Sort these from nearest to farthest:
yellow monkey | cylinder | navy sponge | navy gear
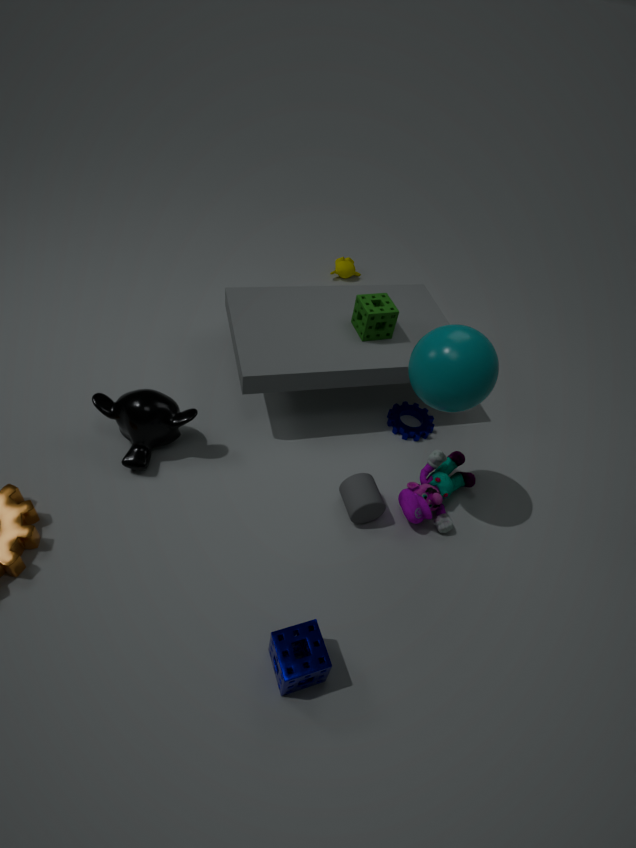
navy sponge → cylinder → navy gear → yellow monkey
